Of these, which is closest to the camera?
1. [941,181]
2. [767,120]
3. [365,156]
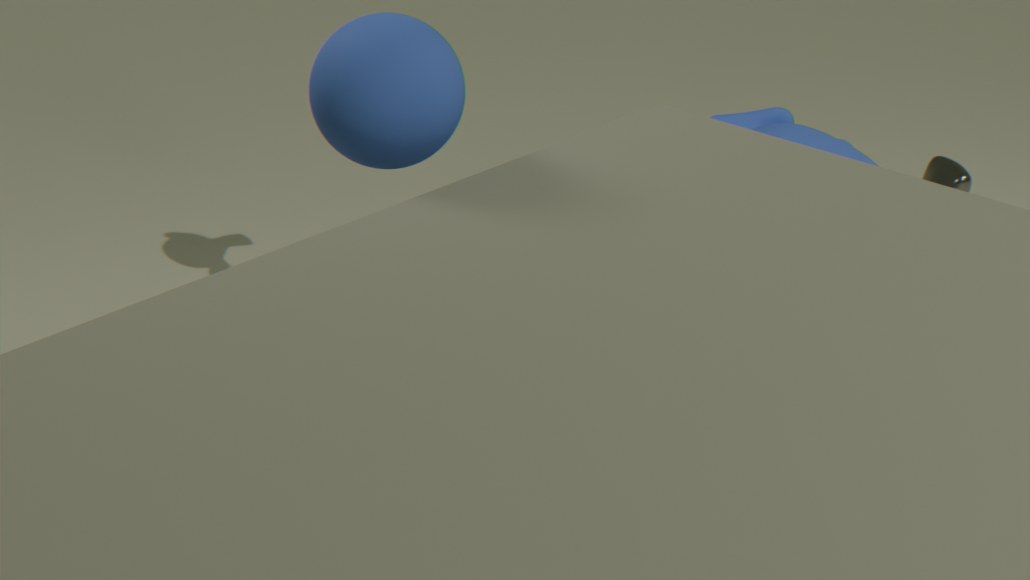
[365,156]
